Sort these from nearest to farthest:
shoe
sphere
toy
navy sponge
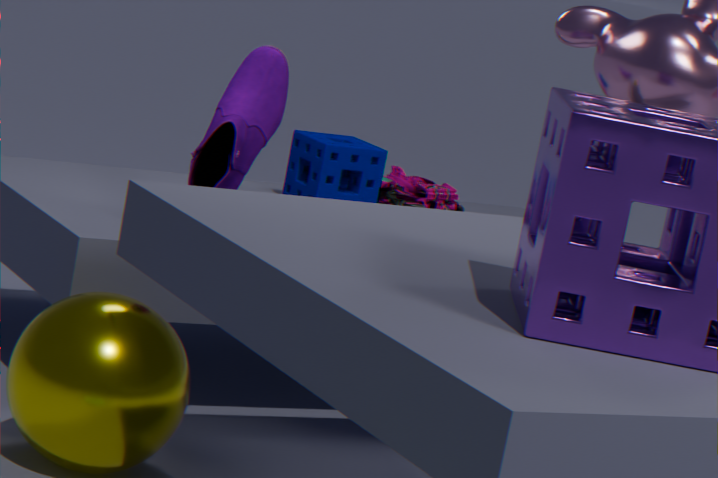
sphere, shoe, navy sponge, toy
